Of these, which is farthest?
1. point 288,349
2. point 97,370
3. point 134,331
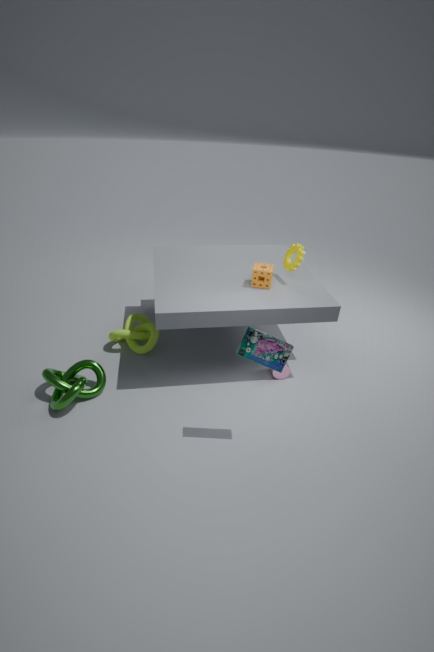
point 134,331
